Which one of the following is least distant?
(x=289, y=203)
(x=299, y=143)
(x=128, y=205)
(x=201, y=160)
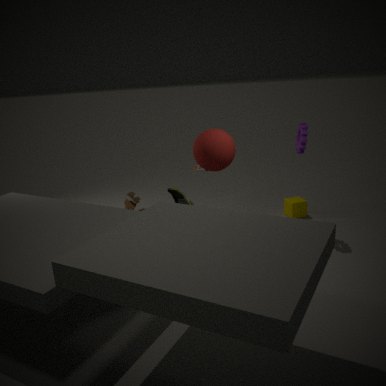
(x=201, y=160)
